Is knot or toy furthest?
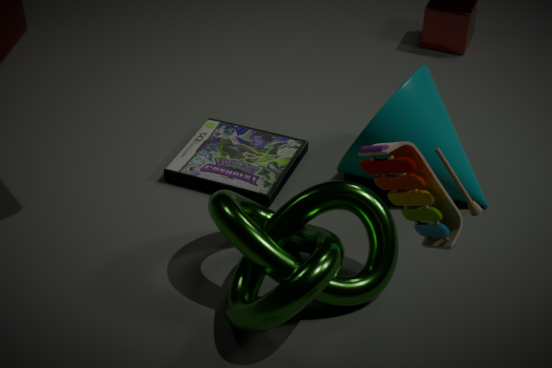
knot
